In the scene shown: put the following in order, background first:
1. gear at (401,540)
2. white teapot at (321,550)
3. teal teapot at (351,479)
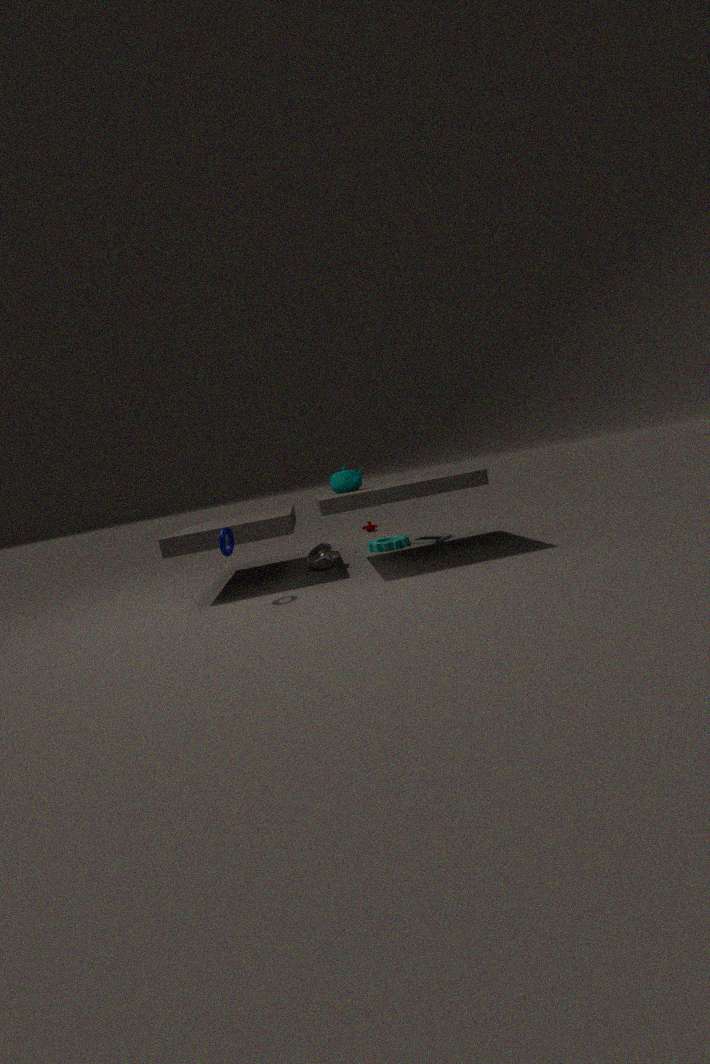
gear at (401,540) → white teapot at (321,550) → teal teapot at (351,479)
